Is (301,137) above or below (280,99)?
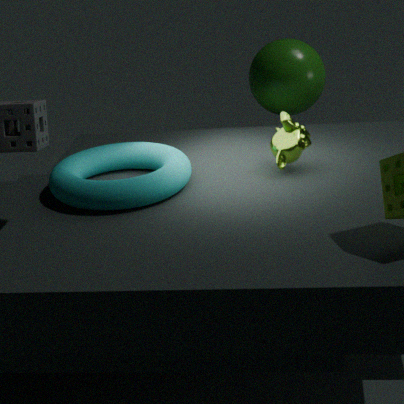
below
